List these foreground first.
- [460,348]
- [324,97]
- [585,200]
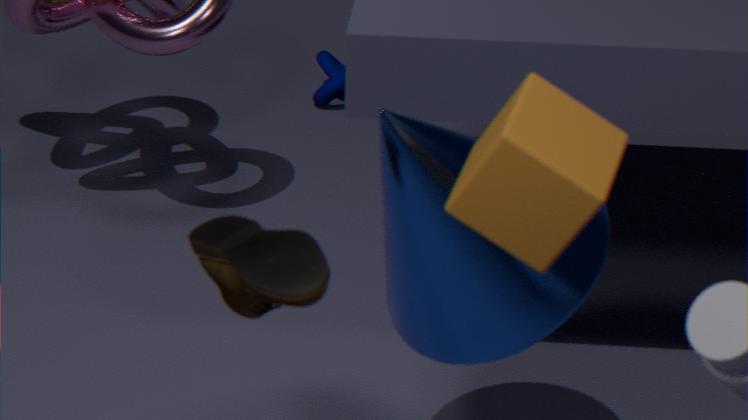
[585,200] < [460,348] < [324,97]
